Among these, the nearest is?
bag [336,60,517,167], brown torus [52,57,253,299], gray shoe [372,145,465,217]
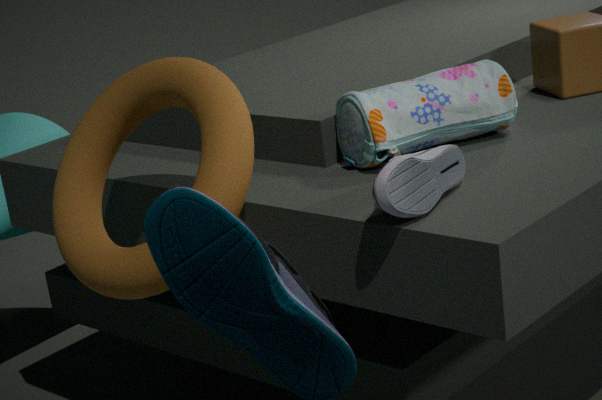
gray shoe [372,145,465,217]
